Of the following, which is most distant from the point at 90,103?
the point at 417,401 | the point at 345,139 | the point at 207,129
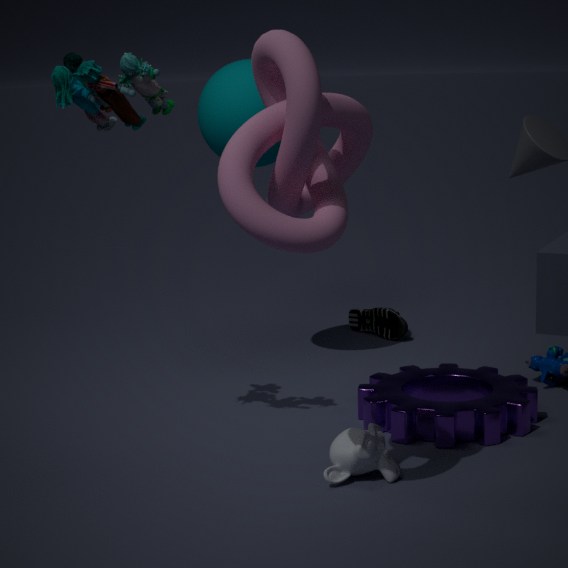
the point at 417,401
